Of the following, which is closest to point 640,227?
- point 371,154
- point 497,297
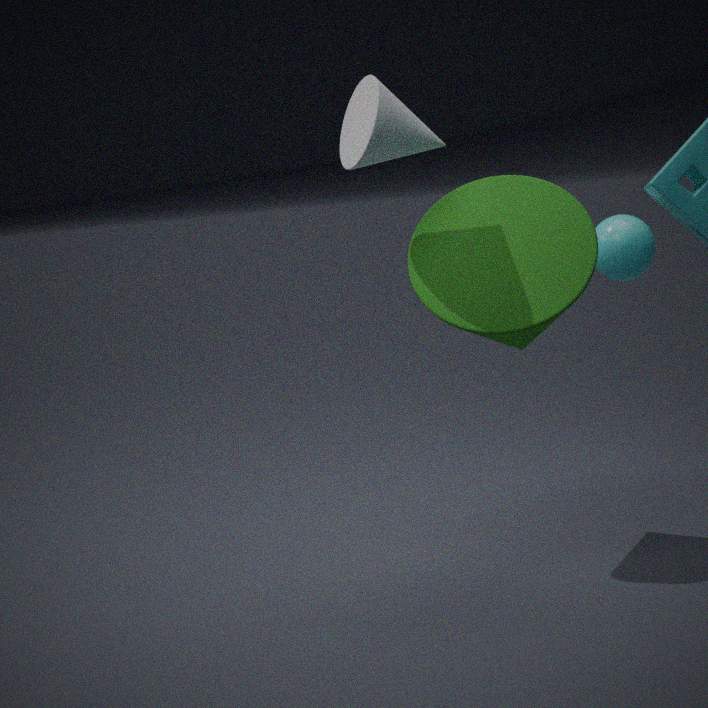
point 497,297
